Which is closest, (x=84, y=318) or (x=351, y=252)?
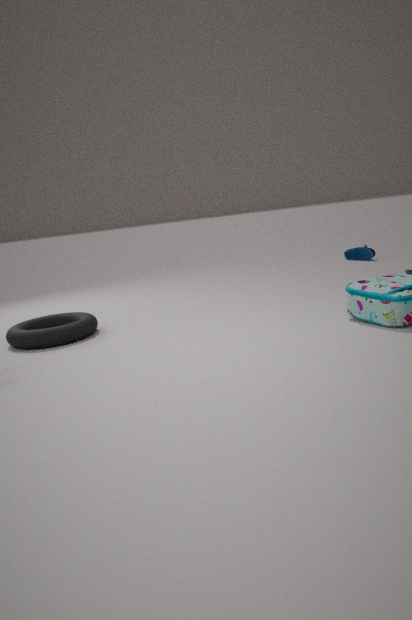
(x=84, y=318)
